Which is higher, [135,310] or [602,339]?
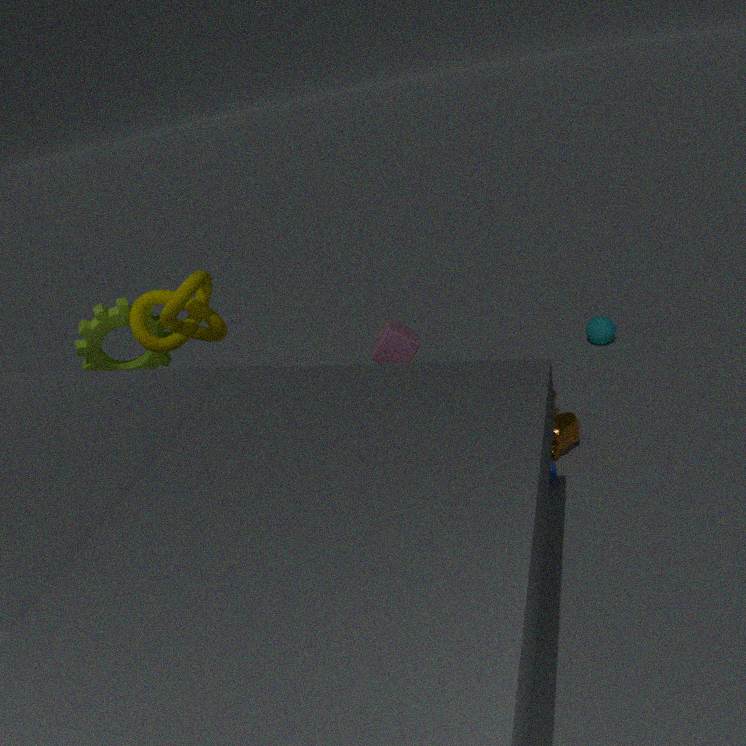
[135,310]
